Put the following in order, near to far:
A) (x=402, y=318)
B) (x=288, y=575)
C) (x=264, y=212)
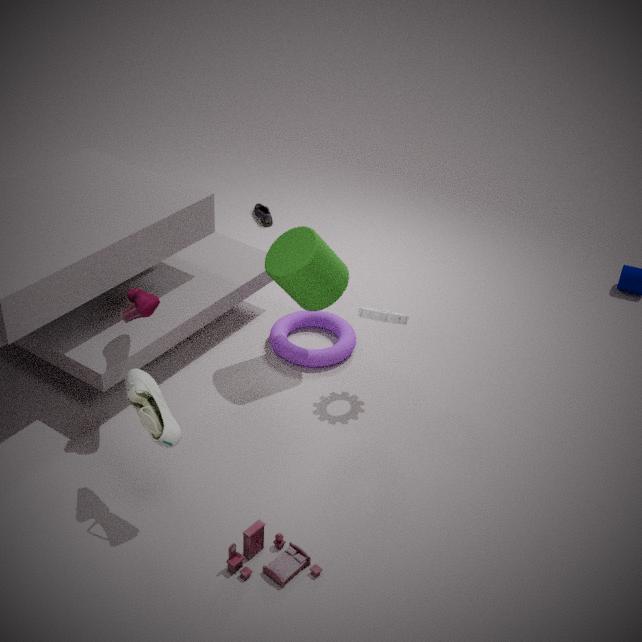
(x=288, y=575), (x=402, y=318), (x=264, y=212)
